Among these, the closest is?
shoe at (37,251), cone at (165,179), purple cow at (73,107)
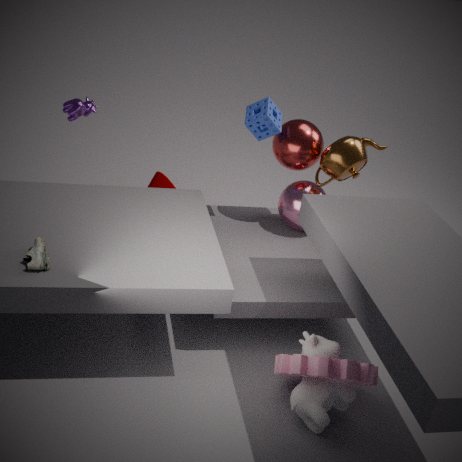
shoe at (37,251)
